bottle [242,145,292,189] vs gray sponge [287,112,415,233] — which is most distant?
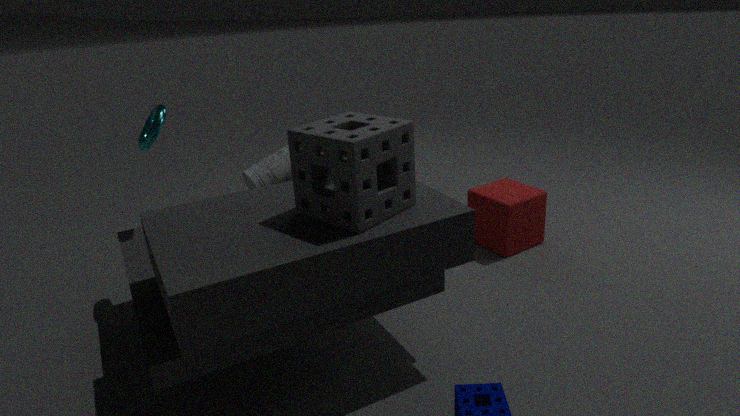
bottle [242,145,292,189]
